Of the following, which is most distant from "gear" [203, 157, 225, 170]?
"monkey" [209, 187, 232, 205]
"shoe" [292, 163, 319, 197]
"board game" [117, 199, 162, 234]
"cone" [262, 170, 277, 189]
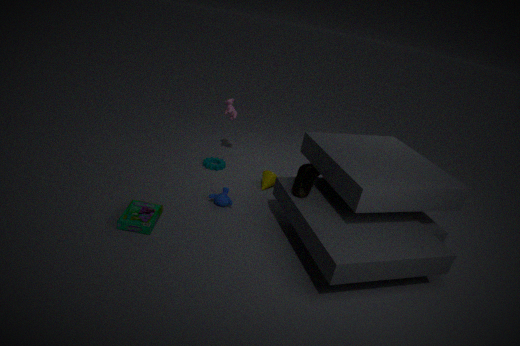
"shoe" [292, 163, 319, 197]
